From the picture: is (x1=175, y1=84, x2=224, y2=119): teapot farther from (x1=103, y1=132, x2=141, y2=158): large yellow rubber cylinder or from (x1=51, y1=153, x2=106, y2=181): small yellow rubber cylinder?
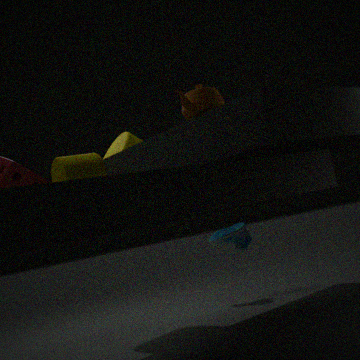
(x1=103, y1=132, x2=141, y2=158): large yellow rubber cylinder
